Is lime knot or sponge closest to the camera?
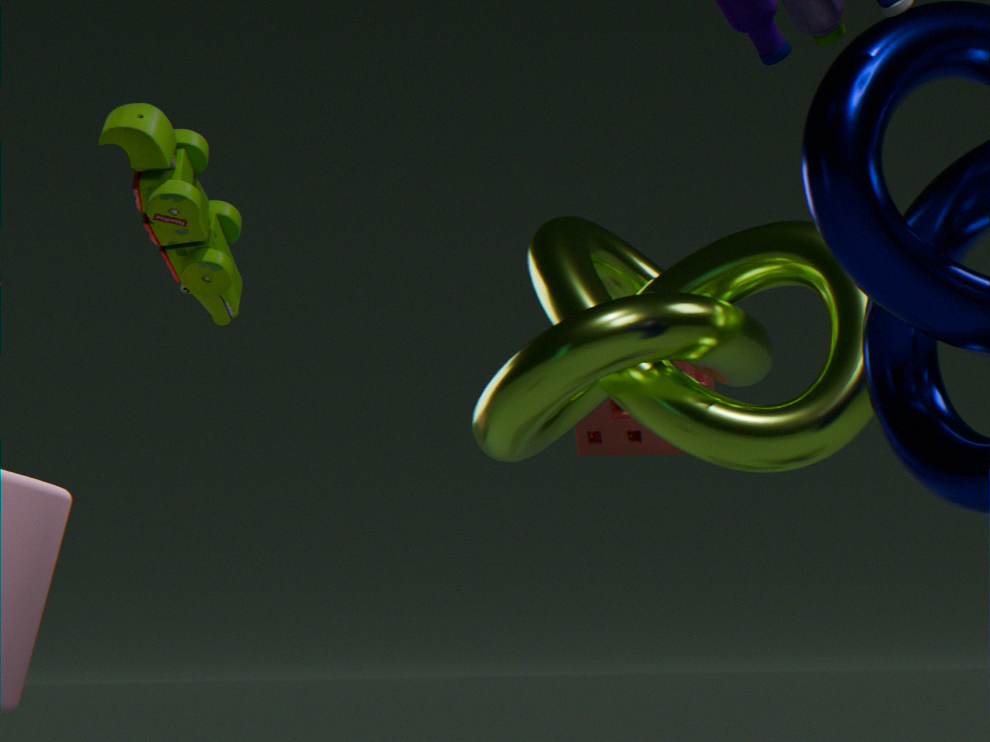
lime knot
